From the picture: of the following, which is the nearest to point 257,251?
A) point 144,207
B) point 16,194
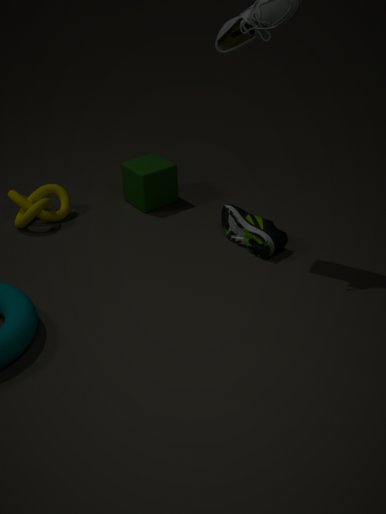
point 144,207
